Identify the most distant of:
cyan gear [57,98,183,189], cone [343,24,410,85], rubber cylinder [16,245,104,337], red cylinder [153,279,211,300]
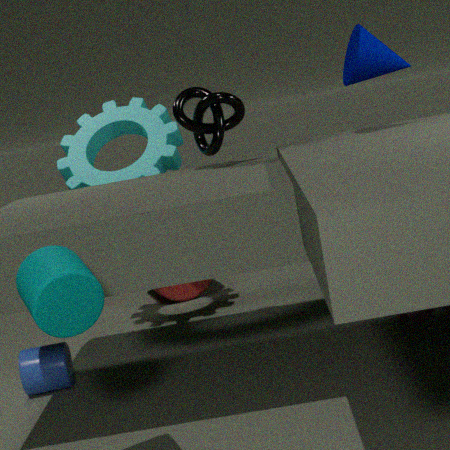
red cylinder [153,279,211,300]
